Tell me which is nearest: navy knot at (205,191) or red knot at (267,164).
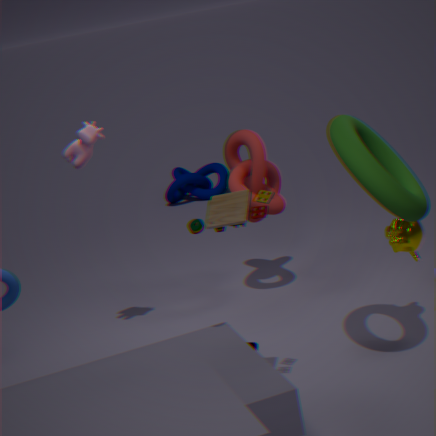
red knot at (267,164)
